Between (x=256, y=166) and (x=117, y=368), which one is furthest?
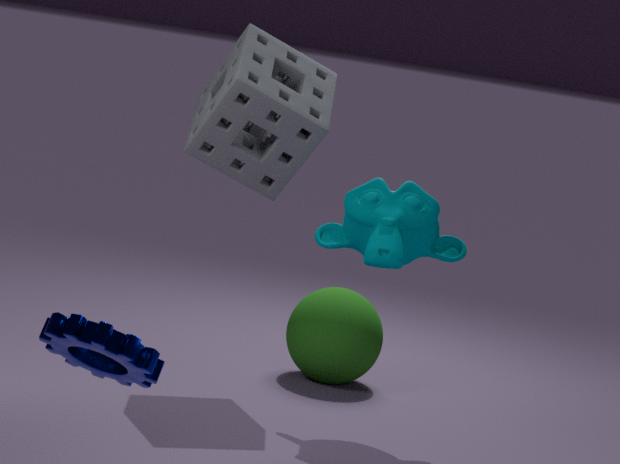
(x=256, y=166)
